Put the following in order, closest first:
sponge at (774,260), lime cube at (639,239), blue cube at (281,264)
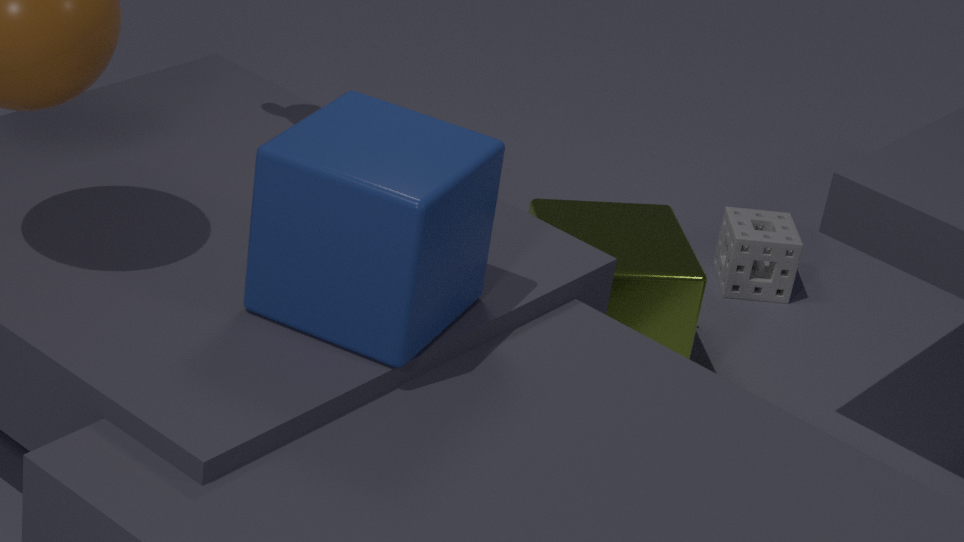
blue cube at (281,264) < lime cube at (639,239) < sponge at (774,260)
